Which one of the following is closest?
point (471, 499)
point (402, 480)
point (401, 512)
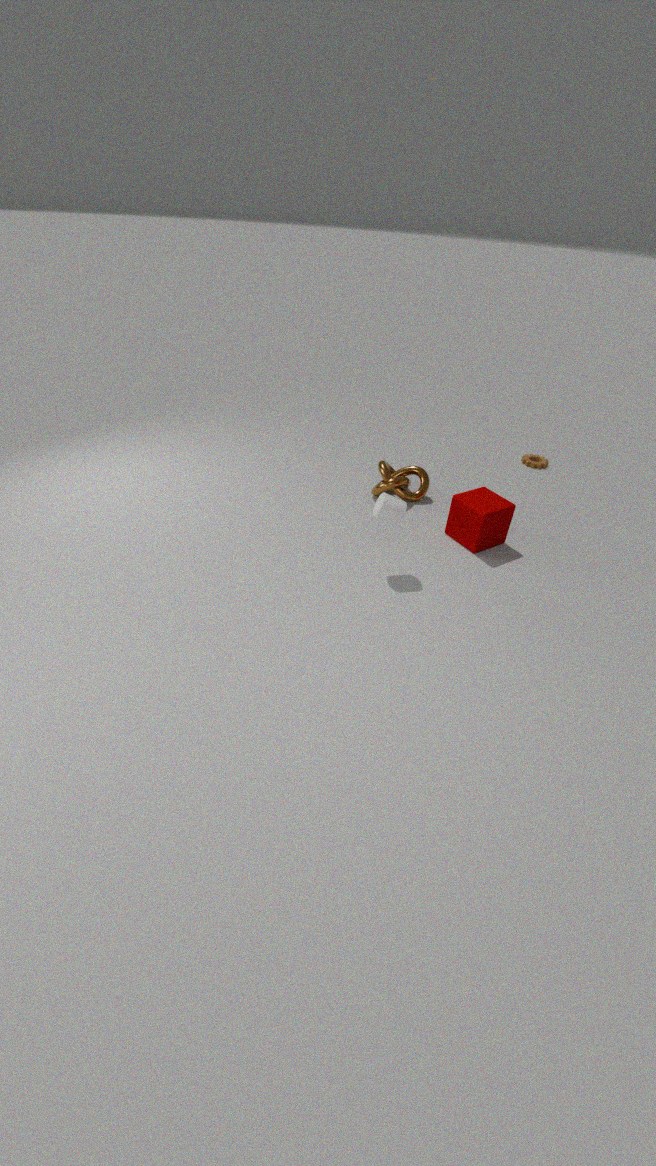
point (401, 512)
